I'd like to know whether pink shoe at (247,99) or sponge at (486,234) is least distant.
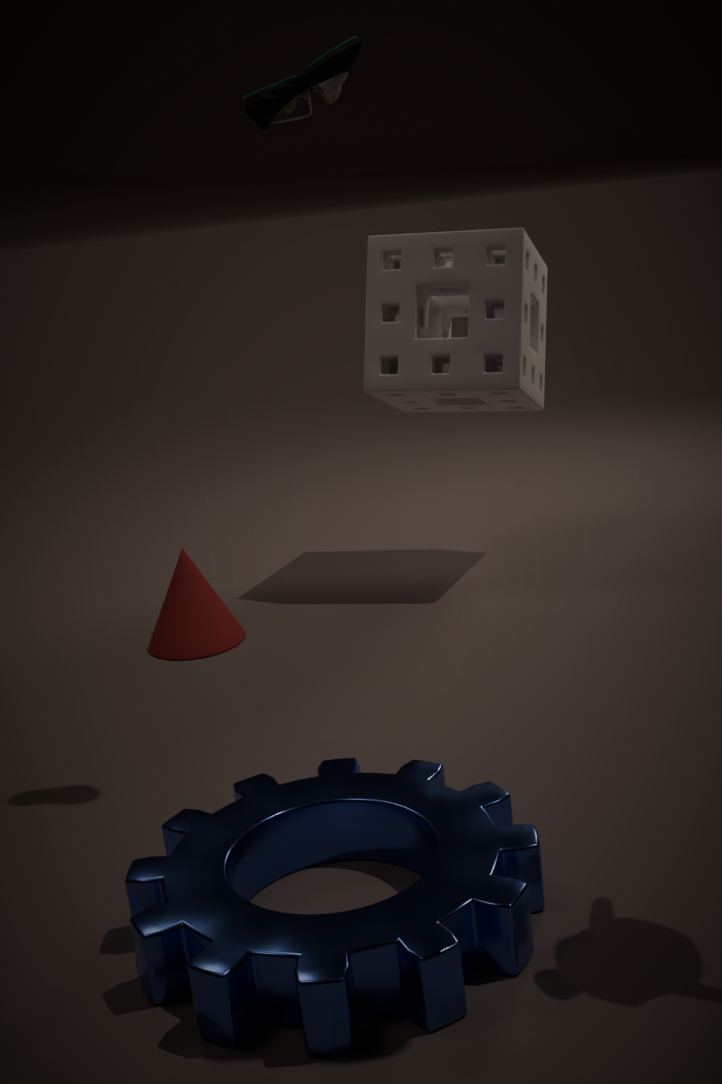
pink shoe at (247,99)
